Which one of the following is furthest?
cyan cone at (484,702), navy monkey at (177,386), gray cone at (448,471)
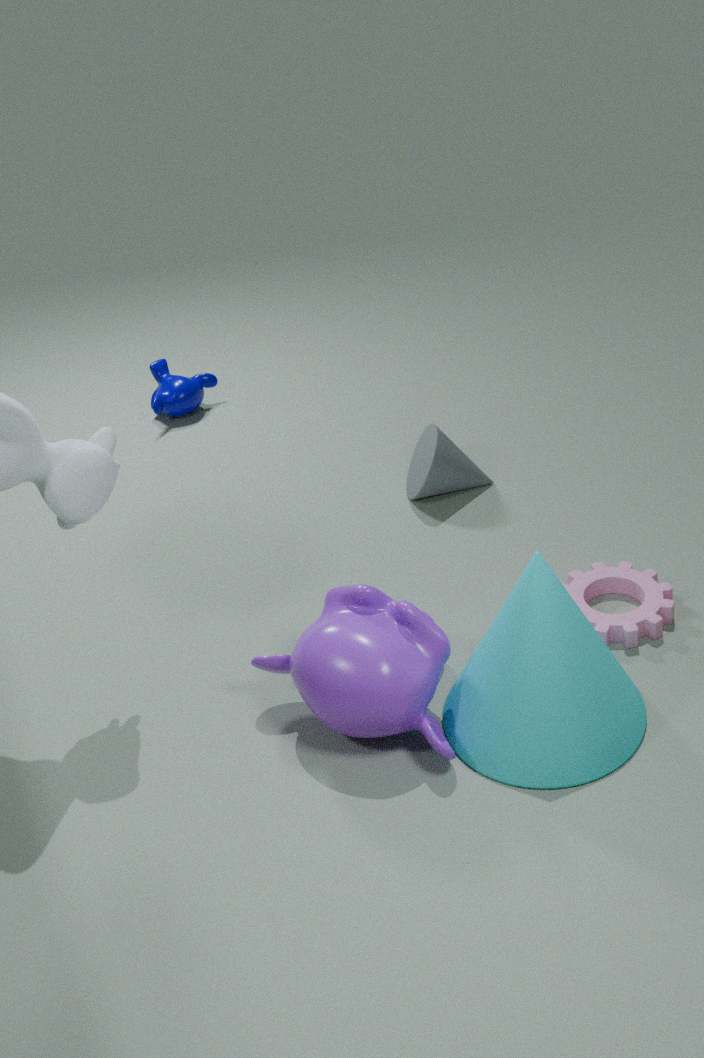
navy monkey at (177,386)
